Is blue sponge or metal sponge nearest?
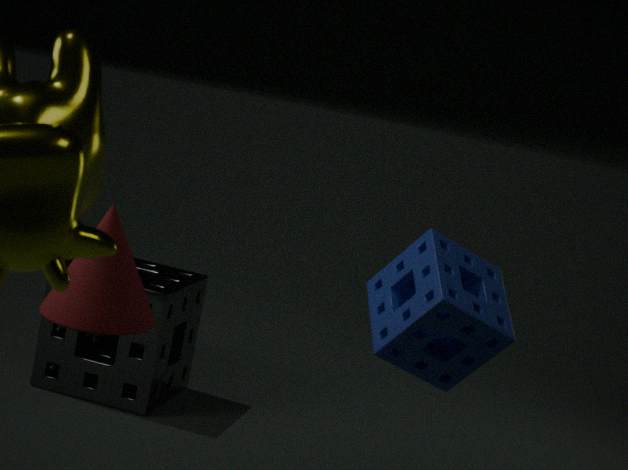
blue sponge
